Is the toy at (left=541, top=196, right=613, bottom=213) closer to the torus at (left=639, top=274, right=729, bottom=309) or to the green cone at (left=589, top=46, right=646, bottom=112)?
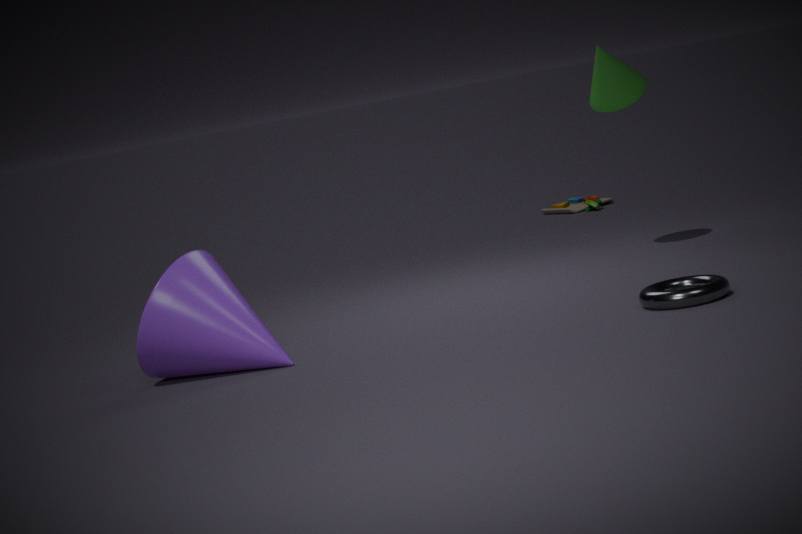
the green cone at (left=589, top=46, right=646, bottom=112)
